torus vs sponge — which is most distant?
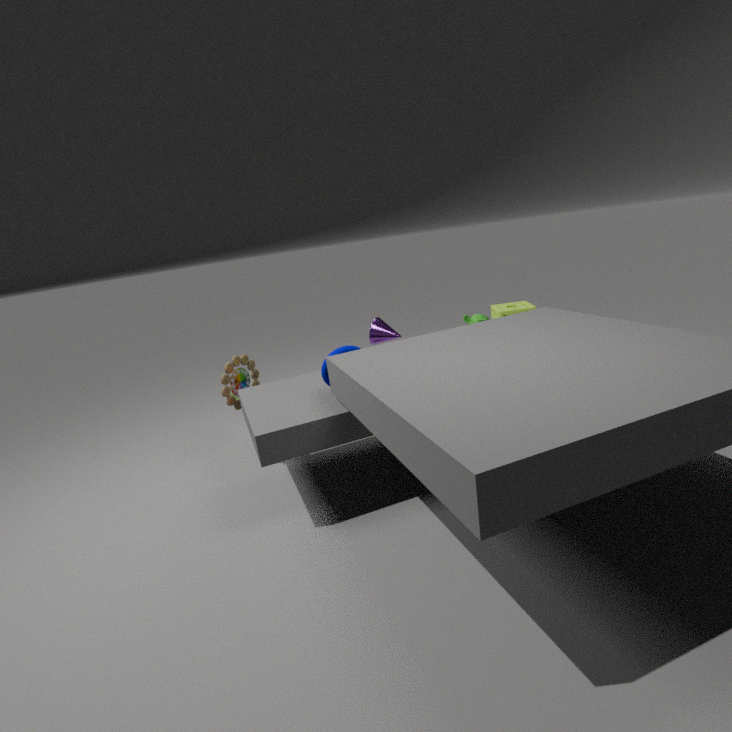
sponge
